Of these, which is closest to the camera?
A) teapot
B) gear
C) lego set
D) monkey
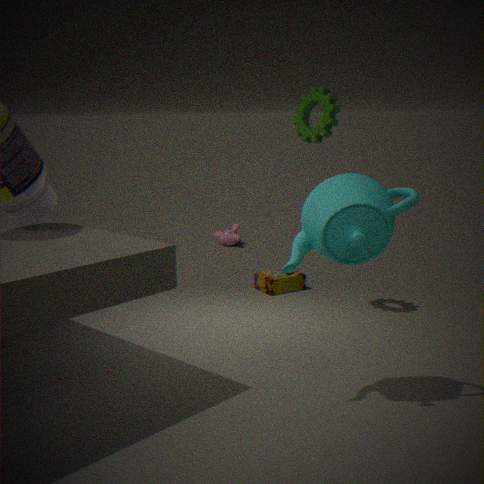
A. teapot
